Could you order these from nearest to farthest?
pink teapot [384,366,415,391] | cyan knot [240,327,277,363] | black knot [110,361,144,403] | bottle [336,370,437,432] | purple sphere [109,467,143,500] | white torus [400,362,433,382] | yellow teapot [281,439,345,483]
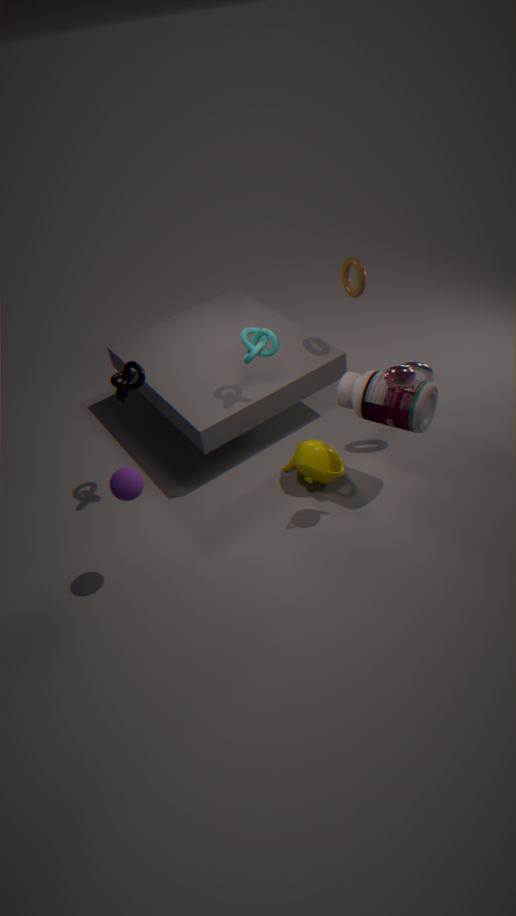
purple sphere [109,467,143,500] → pink teapot [384,366,415,391] → bottle [336,370,437,432] → black knot [110,361,144,403] → cyan knot [240,327,277,363] → white torus [400,362,433,382] → yellow teapot [281,439,345,483]
